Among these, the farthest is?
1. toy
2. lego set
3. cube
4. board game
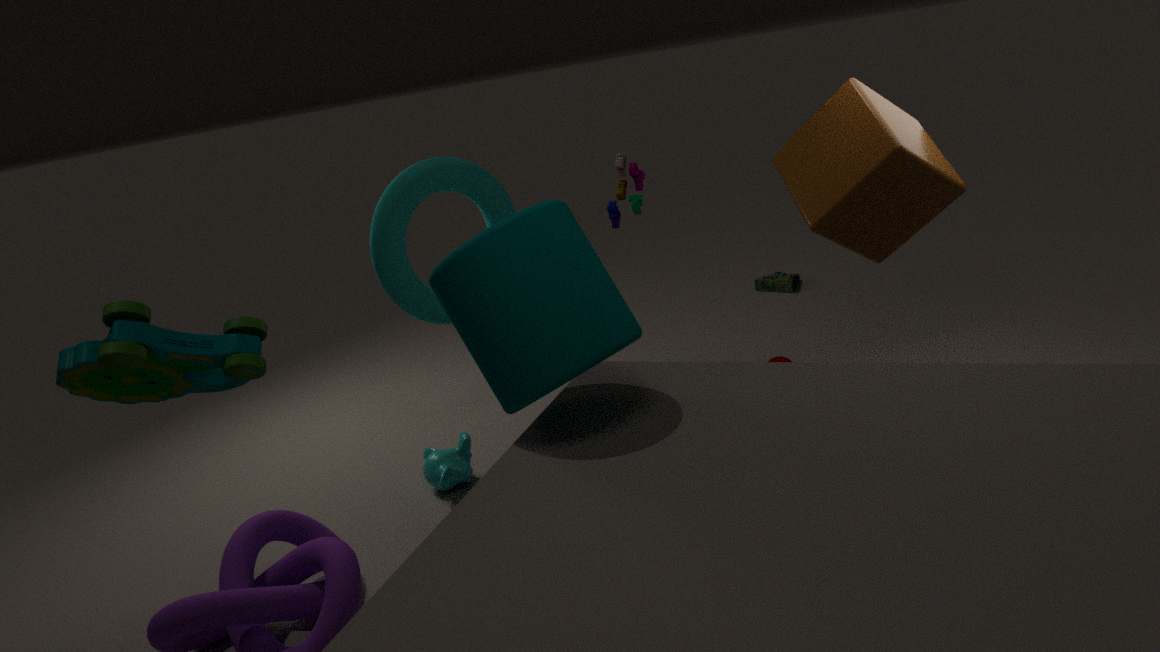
board game
